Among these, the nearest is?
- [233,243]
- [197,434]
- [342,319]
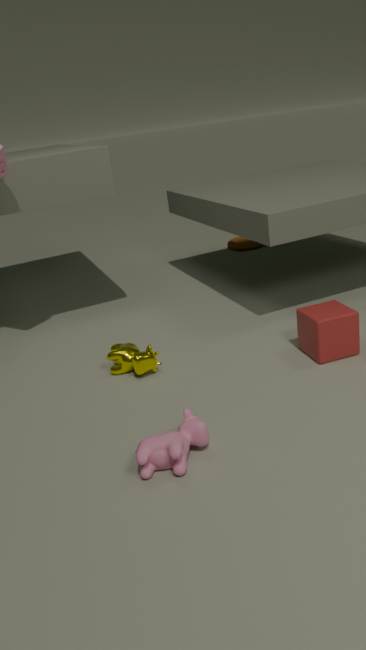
[197,434]
